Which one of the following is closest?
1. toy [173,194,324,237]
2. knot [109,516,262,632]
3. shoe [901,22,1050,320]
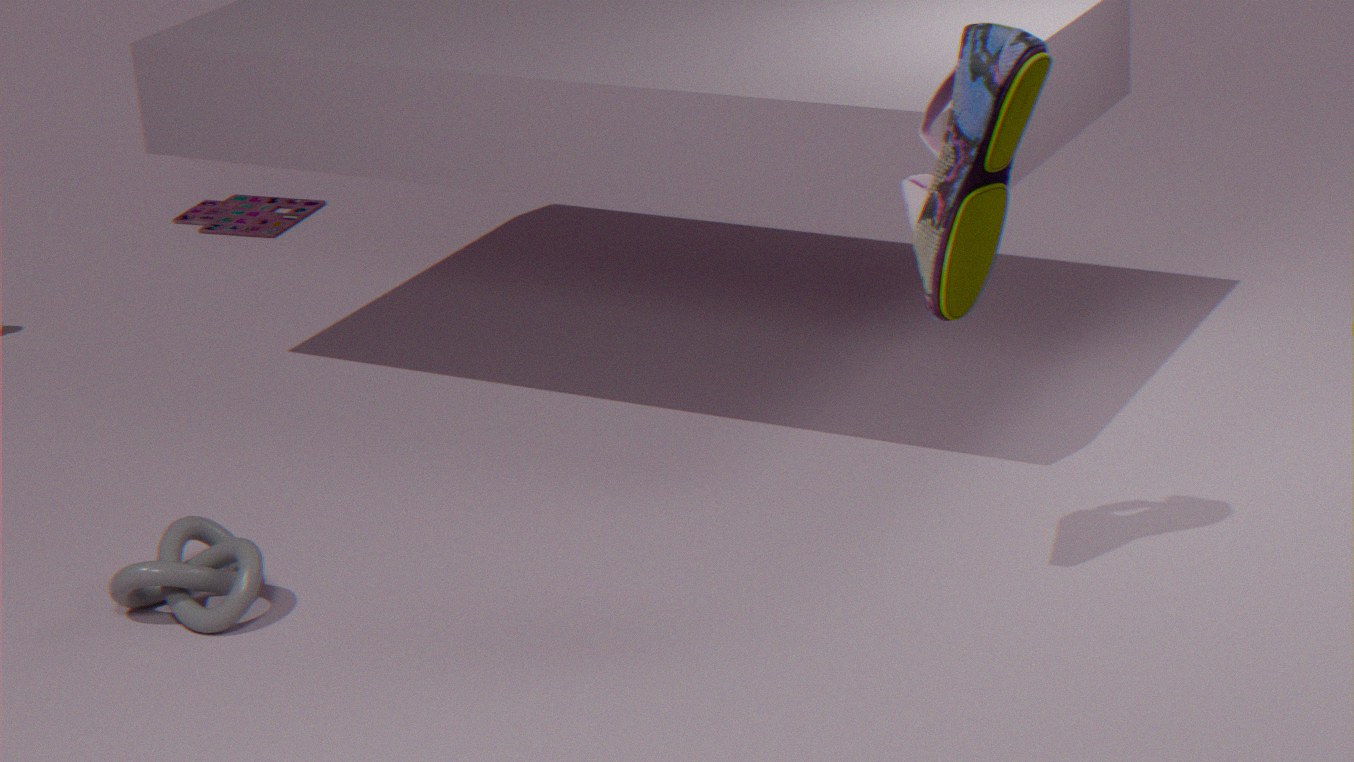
shoe [901,22,1050,320]
